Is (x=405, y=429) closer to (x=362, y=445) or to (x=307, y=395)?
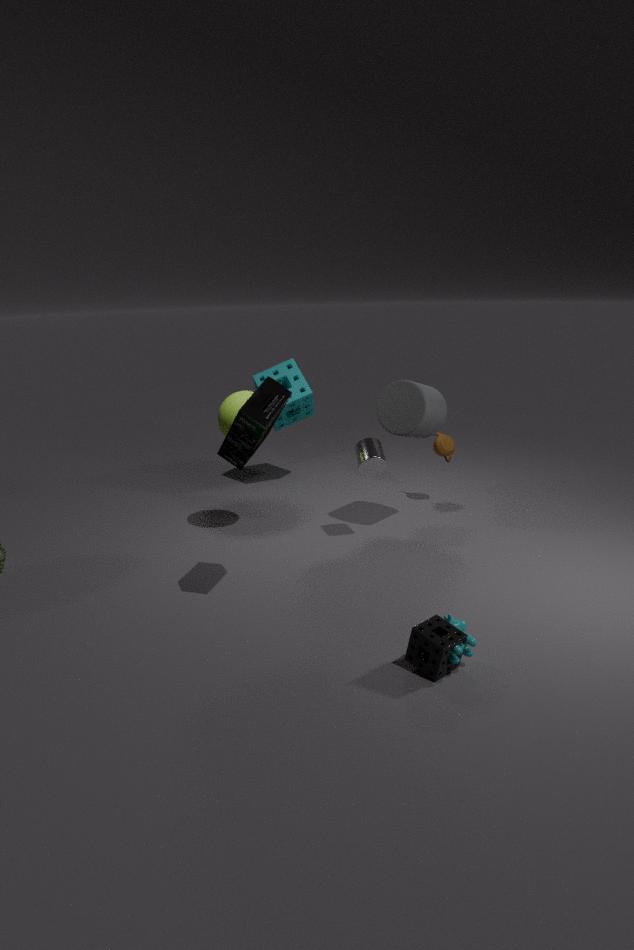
(x=362, y=445)
